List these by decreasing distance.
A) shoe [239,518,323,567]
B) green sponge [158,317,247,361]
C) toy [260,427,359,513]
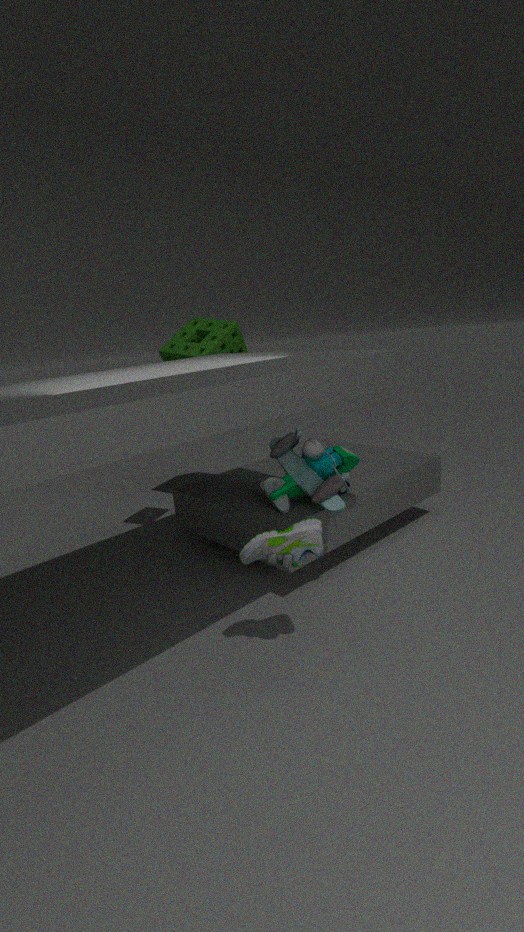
green sponge [158,317,247,361], toy [260,427,359,513], shoe [239,518,323,567]
